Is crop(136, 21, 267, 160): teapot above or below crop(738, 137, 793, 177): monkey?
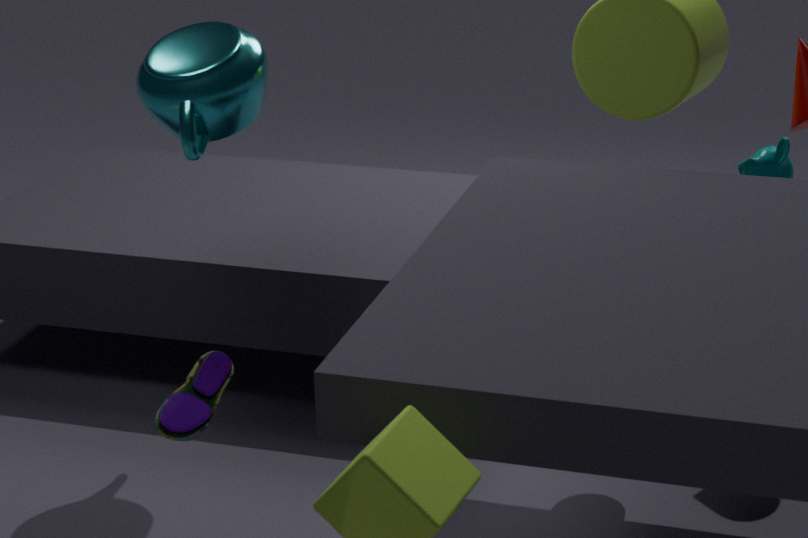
above
